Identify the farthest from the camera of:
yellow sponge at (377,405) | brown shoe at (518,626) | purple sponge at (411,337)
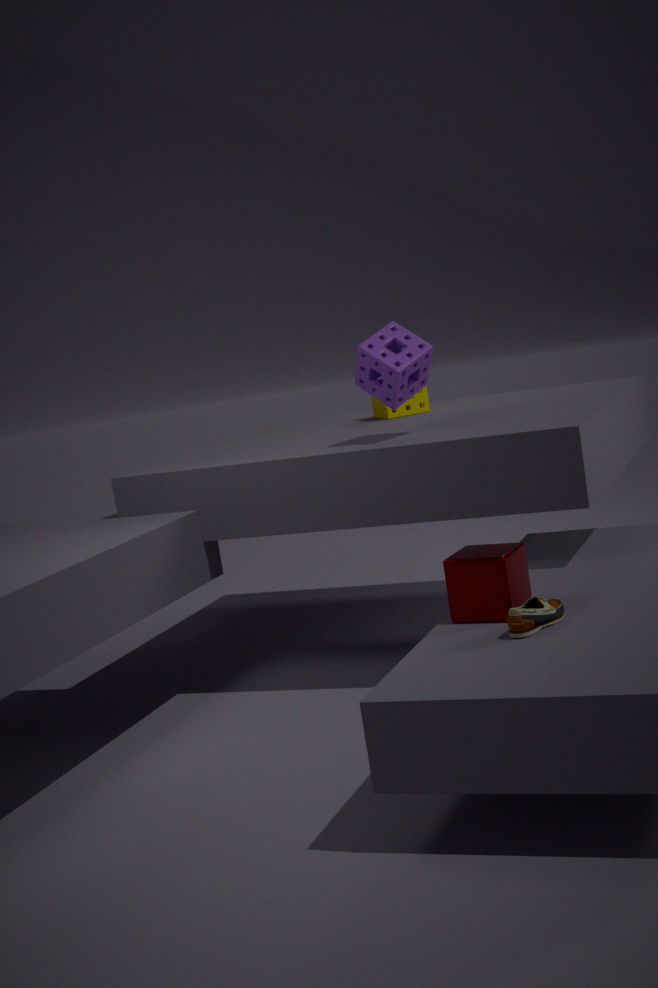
yellow sponge at (377,405)
